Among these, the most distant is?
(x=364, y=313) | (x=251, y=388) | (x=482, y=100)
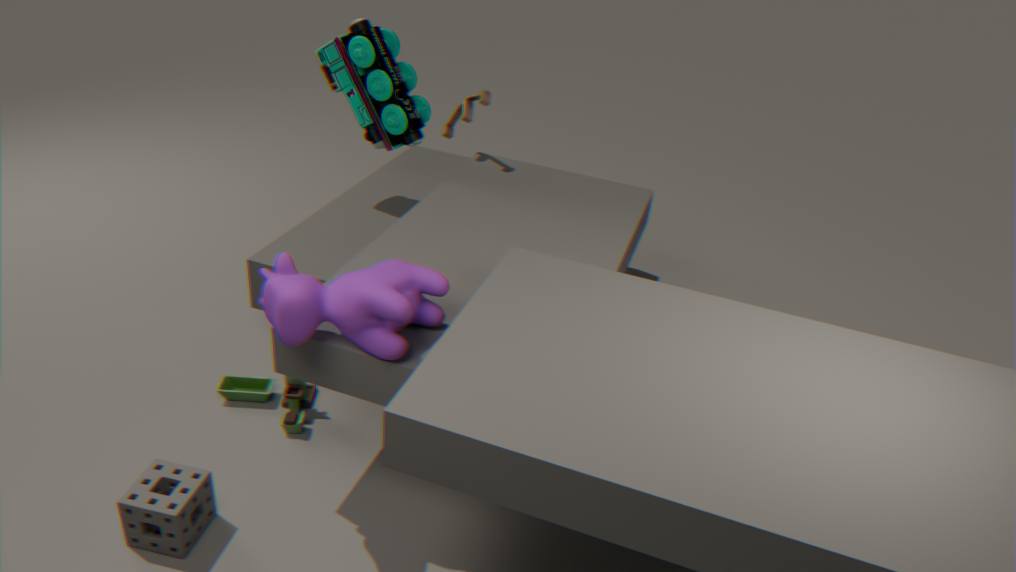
(x=482, y=100)
